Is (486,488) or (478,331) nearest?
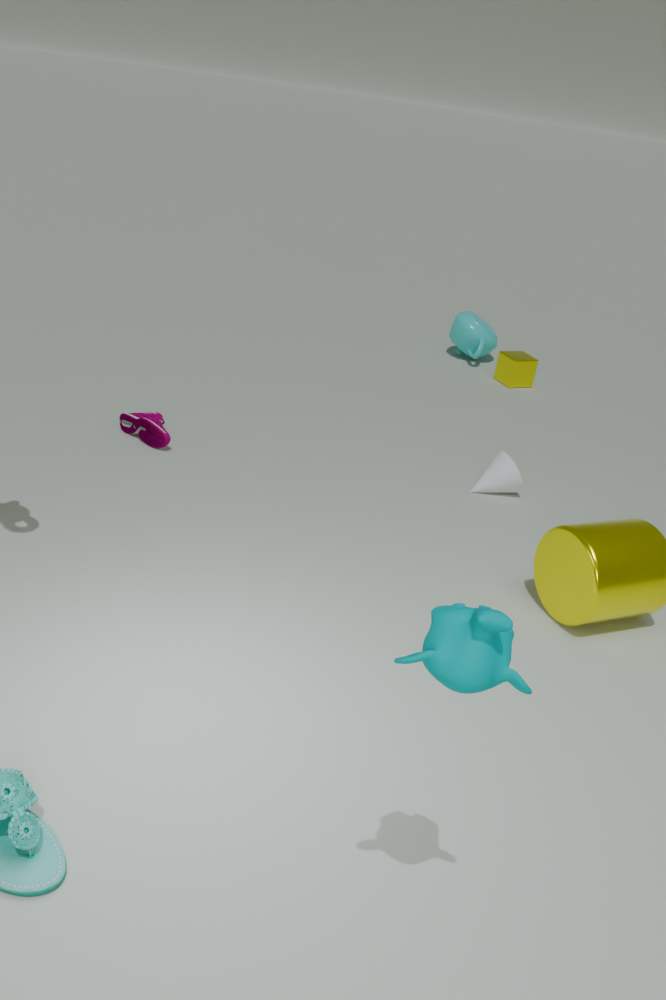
(486,488)
